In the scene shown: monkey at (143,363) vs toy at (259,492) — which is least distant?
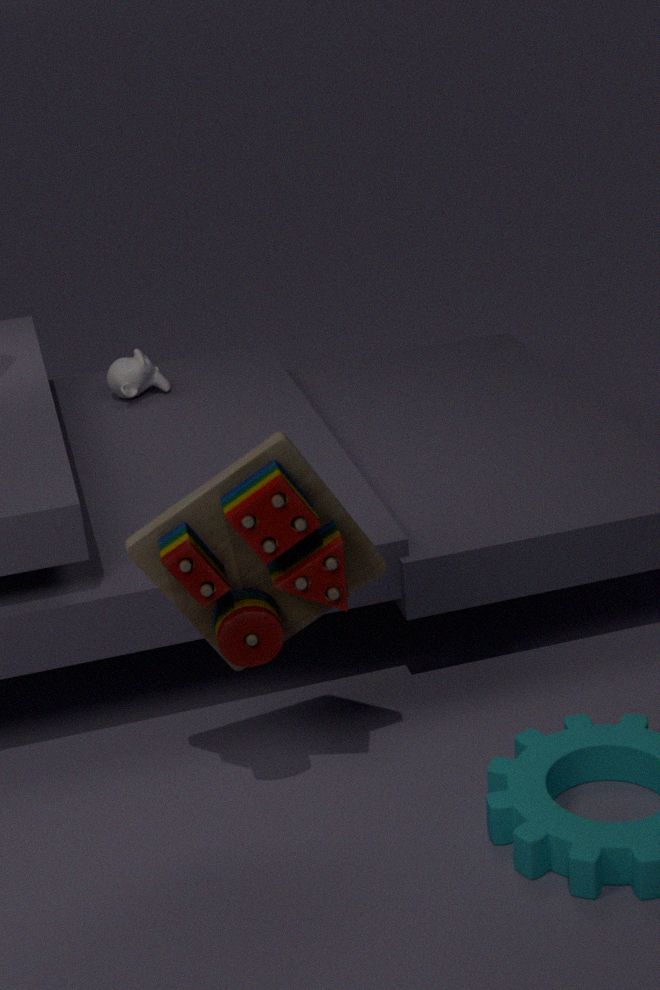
toy at (259,492)
